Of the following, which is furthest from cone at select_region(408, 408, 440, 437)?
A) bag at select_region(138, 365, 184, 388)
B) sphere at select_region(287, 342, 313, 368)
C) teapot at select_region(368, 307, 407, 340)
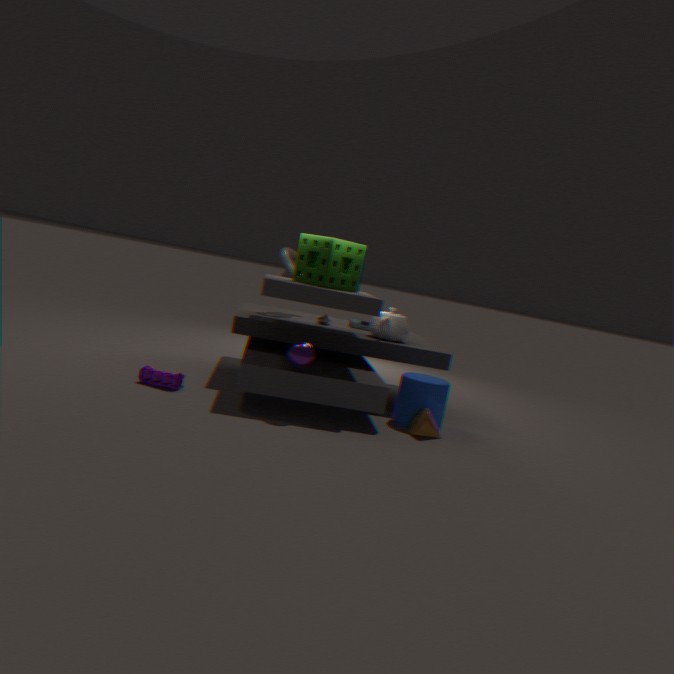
bag at select_region(138, 365, 184, 388)
